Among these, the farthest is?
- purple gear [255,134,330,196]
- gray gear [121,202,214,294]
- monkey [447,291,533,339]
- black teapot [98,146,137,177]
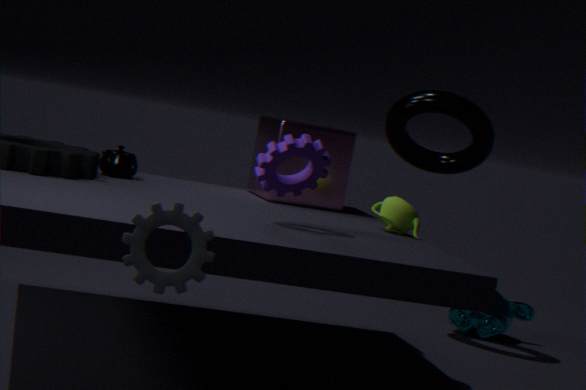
monkey [447,291,533,339]
